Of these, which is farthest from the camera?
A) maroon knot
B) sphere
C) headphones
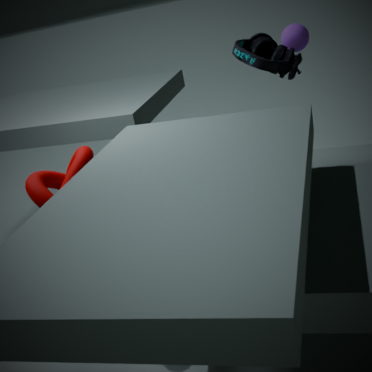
sphere
